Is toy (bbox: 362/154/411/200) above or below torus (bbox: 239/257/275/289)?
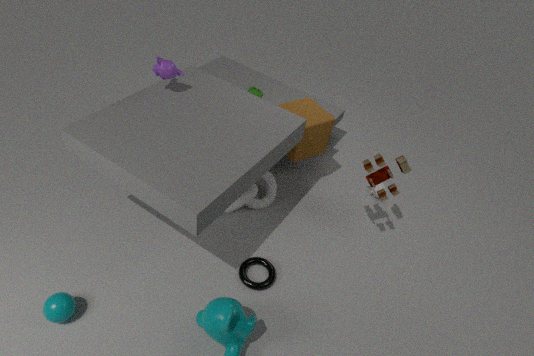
above
